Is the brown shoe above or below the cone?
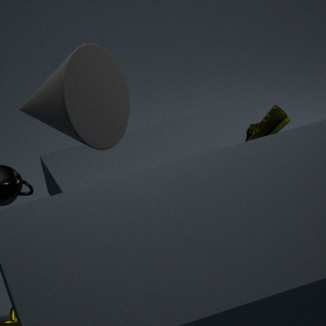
below
